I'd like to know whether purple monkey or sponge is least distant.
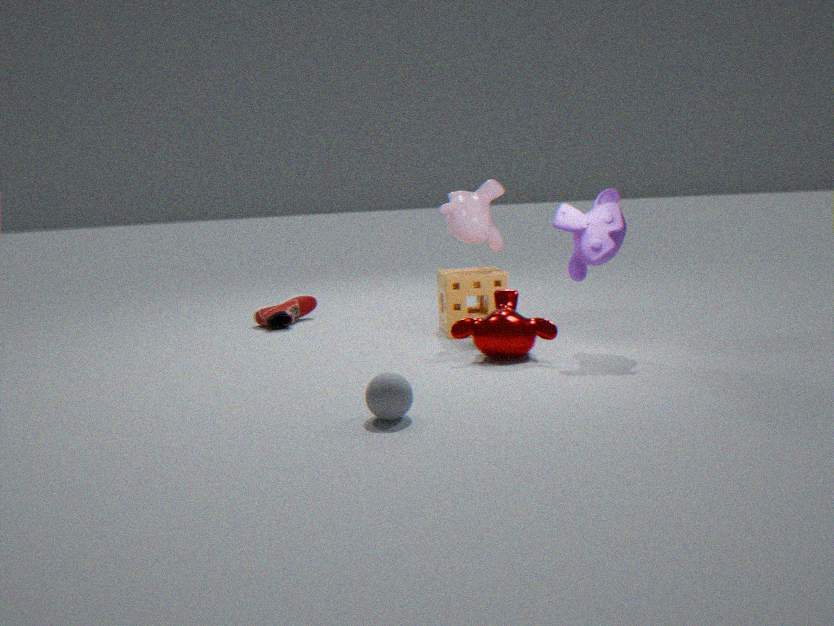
purple monkey
